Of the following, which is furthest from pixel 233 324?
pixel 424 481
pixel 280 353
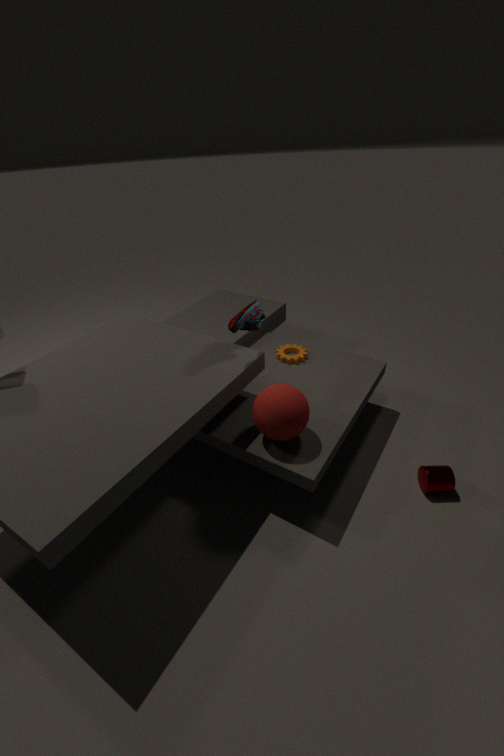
pixel 424 481
